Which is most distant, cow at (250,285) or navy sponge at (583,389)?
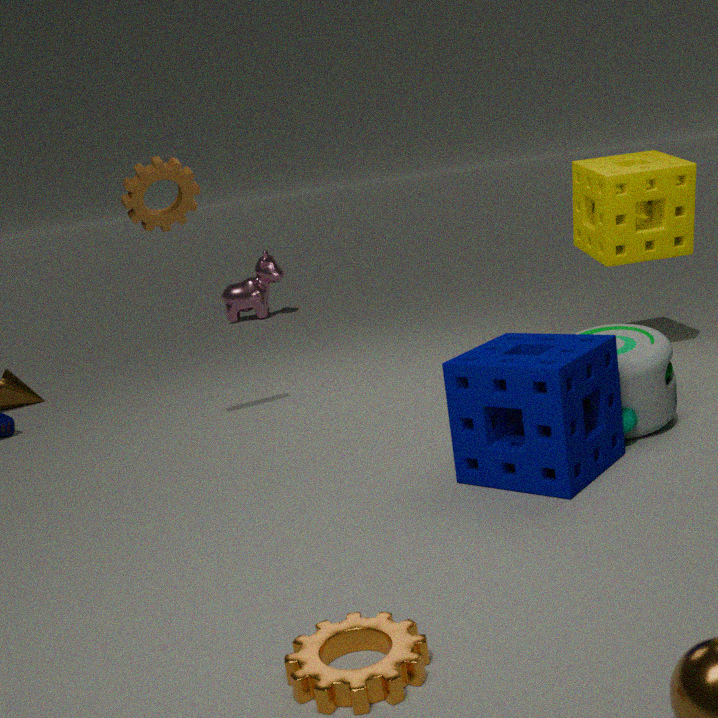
cow at (250,285)
